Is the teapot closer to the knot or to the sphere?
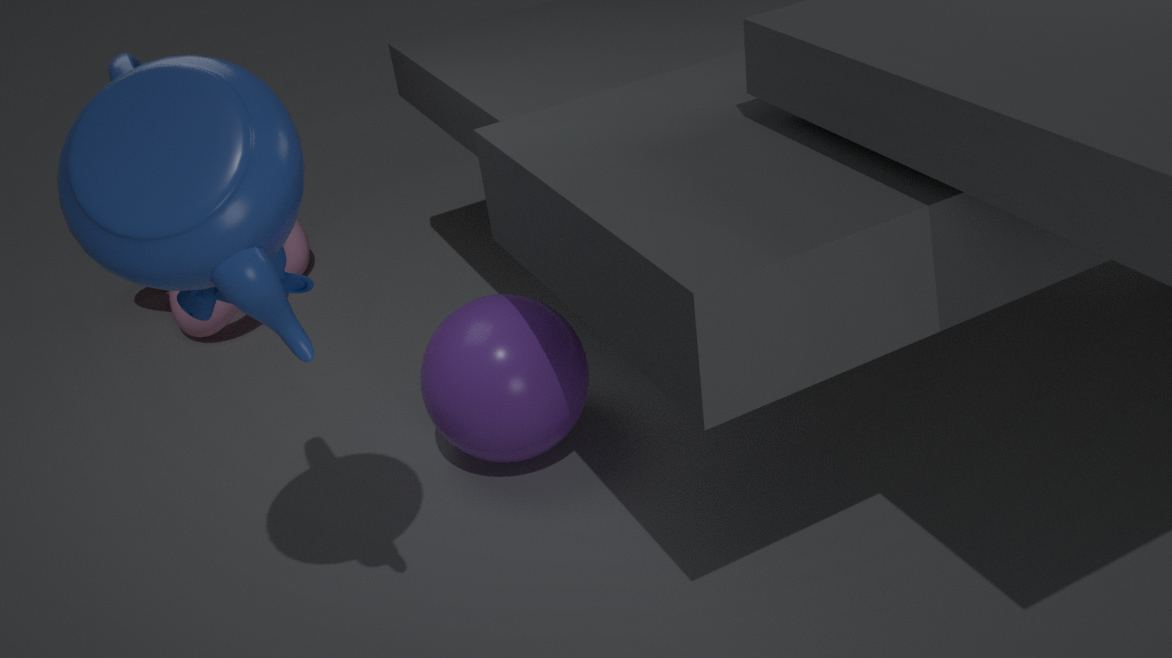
the sphere
